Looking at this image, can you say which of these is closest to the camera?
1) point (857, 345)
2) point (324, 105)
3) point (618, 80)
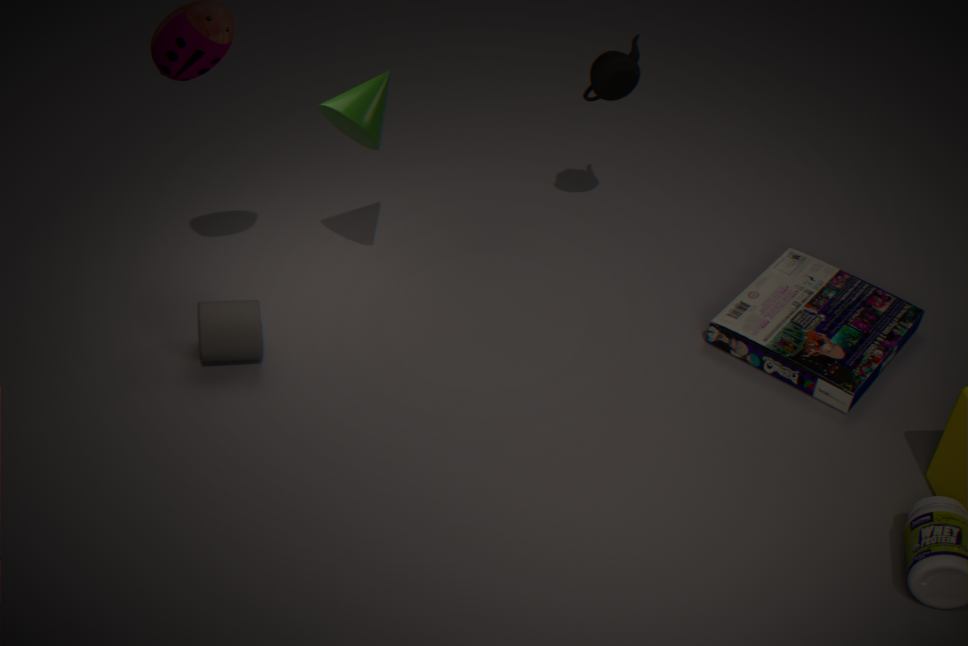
2. point (324, 105)
